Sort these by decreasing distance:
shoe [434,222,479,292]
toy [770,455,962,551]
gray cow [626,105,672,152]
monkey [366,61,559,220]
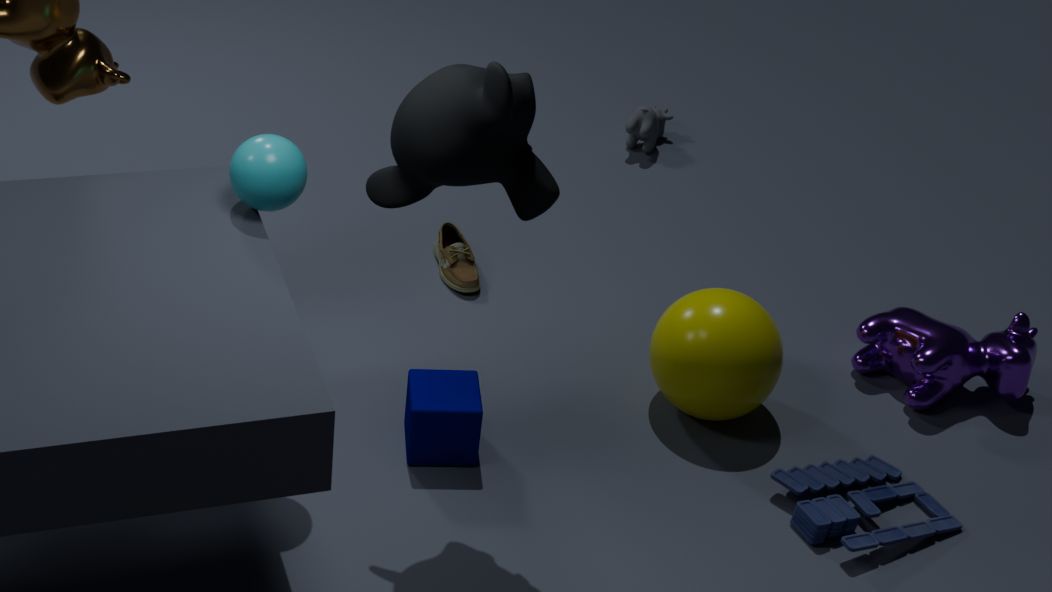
gray cow [626,105,672,152], shoe [434,222,479,292], toy [770,455,962,551], monkey [366,61,559,220]
